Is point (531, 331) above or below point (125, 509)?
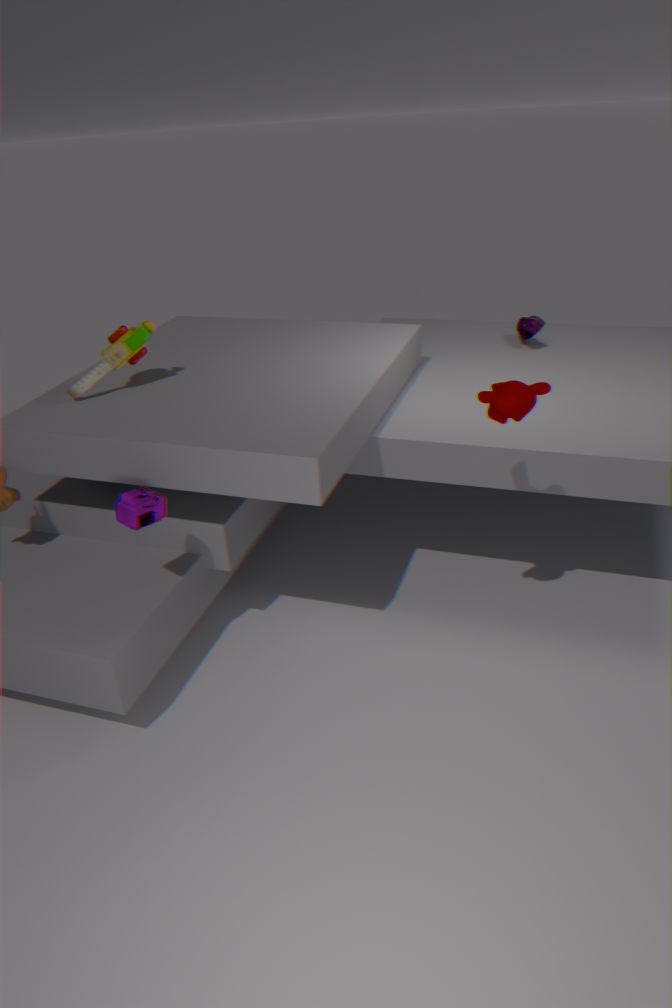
above
